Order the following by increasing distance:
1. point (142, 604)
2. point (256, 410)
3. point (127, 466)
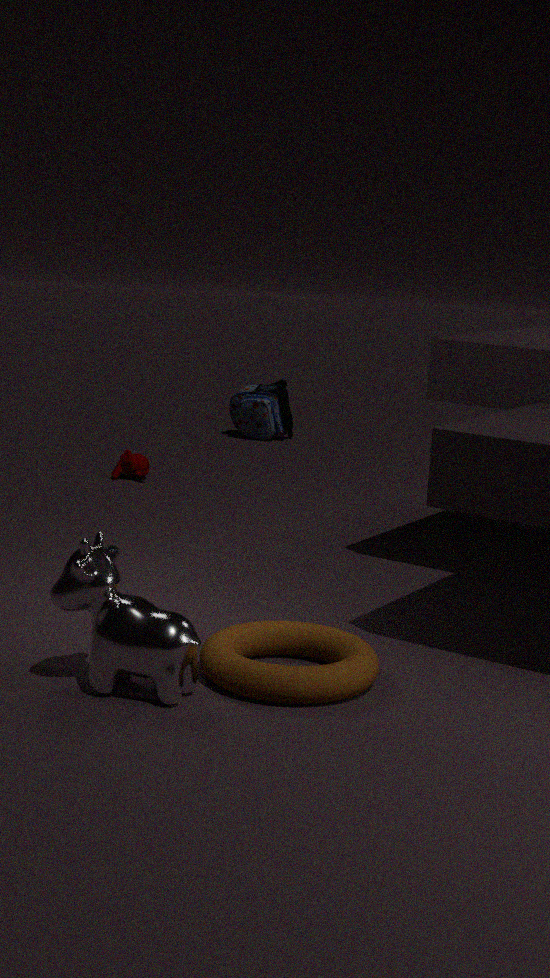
point (142, 604) → point (127, 466) → point (256, 410)
